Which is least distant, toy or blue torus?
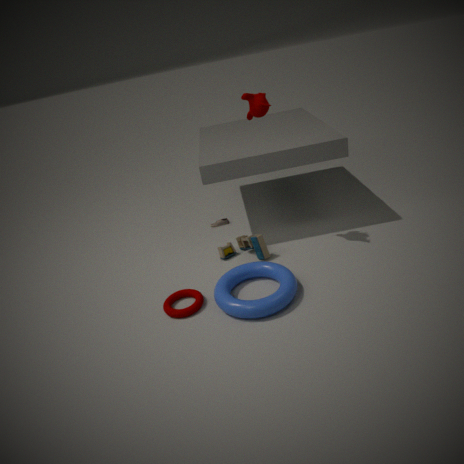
blue torus
